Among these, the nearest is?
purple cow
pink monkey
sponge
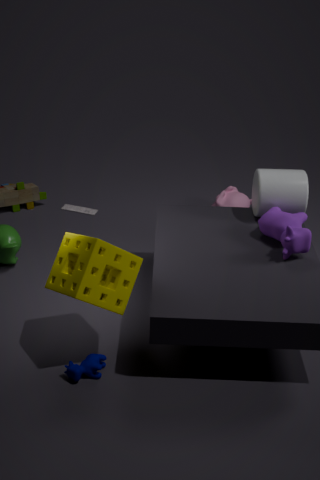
sponge
